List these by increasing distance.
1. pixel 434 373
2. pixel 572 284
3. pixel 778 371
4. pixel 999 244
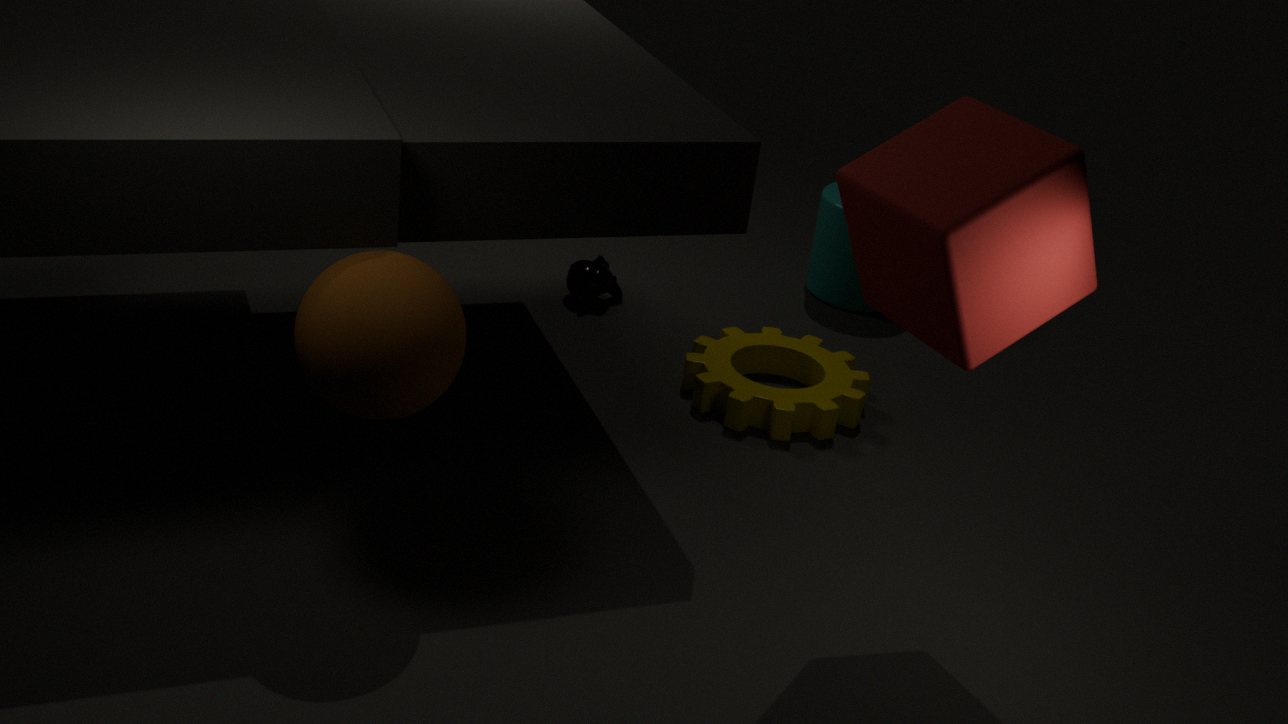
pixel 999 244 → pixel 434 373 → pixel 778 371 → pixel 572 284
